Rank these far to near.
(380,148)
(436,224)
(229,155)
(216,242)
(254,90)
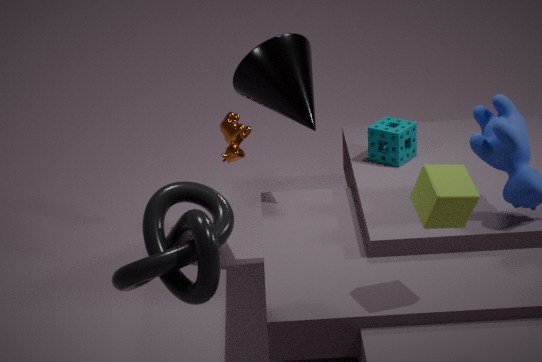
(229,155), (380,148), (254,90), (436,224), (216,242)
